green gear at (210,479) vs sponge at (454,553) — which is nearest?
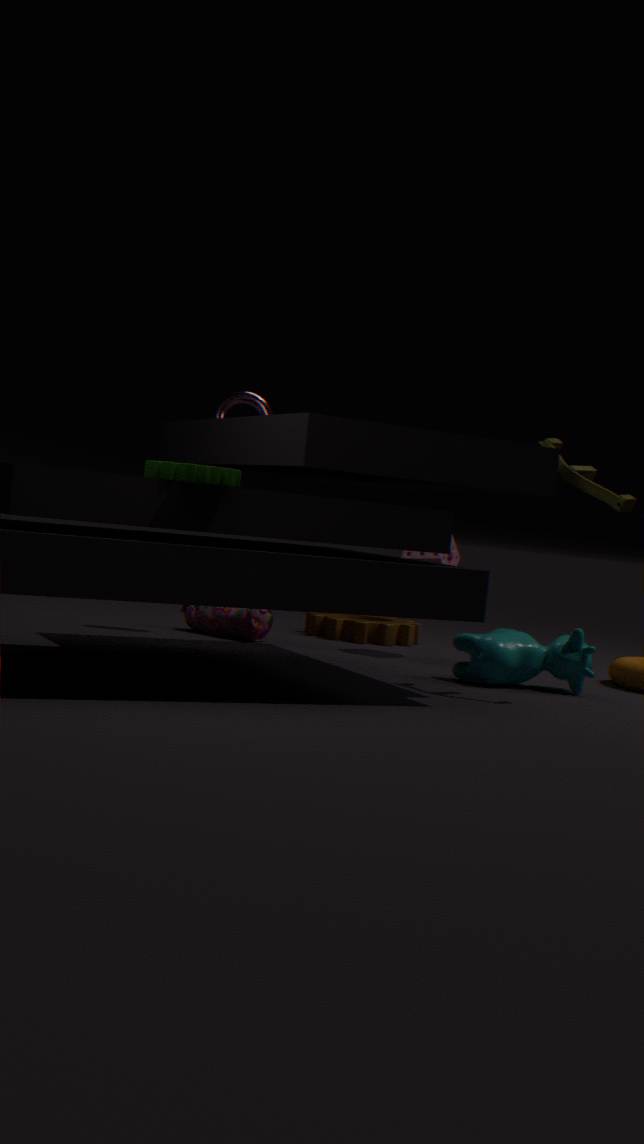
green gear at (210,479)
